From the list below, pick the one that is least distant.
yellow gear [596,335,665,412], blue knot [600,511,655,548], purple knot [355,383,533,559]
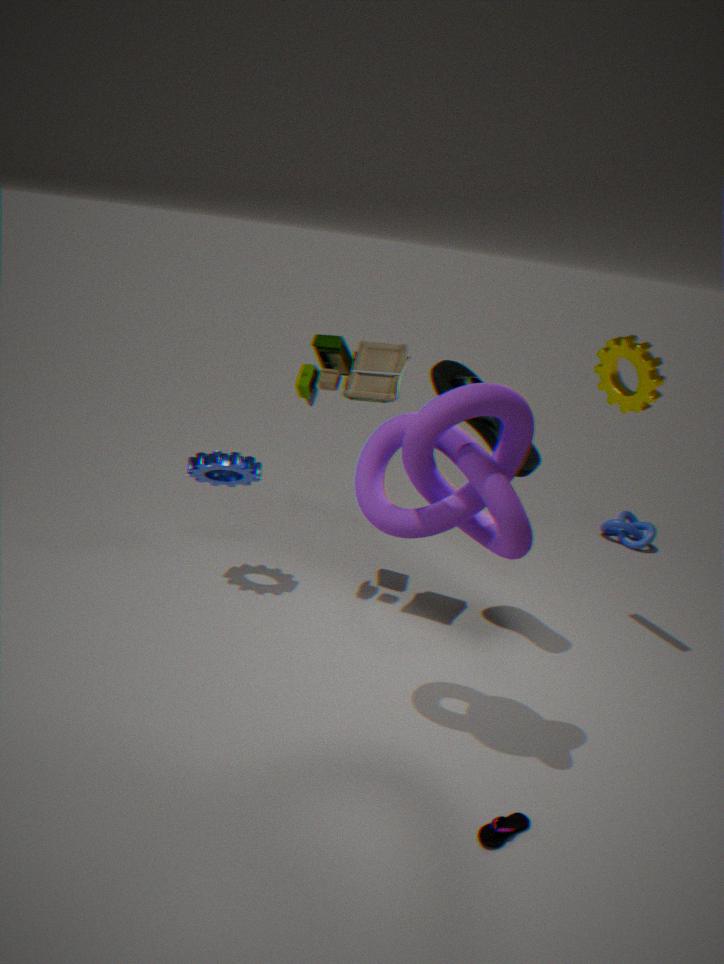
purple knot [355,383,533,559]
